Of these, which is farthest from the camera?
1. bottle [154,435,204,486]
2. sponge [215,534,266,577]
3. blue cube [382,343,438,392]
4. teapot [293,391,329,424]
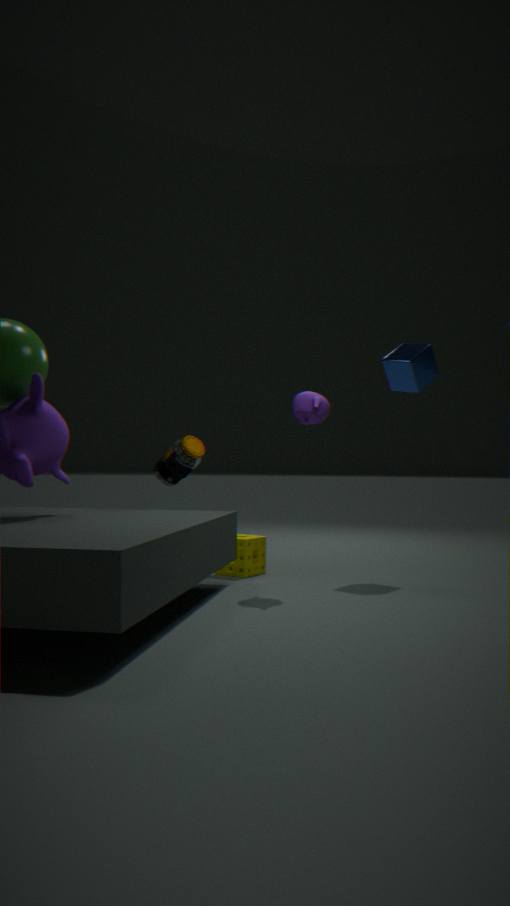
bottle [154,435,204,486]
